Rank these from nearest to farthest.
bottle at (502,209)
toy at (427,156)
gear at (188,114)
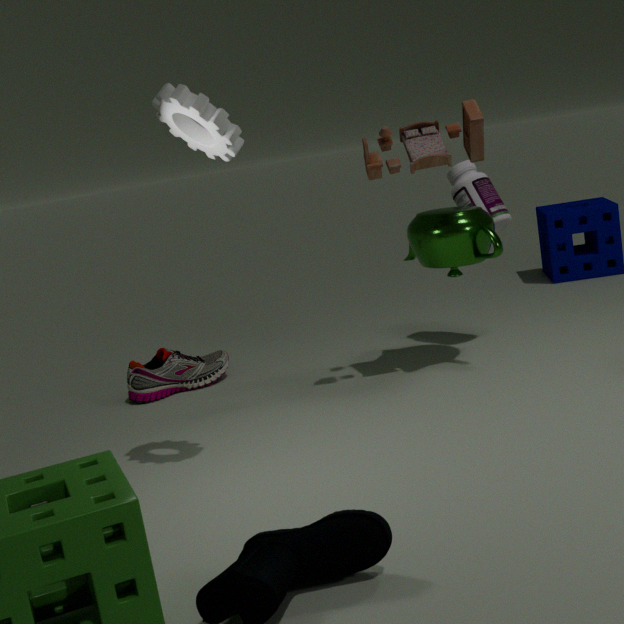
gear at (188,114)
toy at (427,156)
bottle at (502,209)
